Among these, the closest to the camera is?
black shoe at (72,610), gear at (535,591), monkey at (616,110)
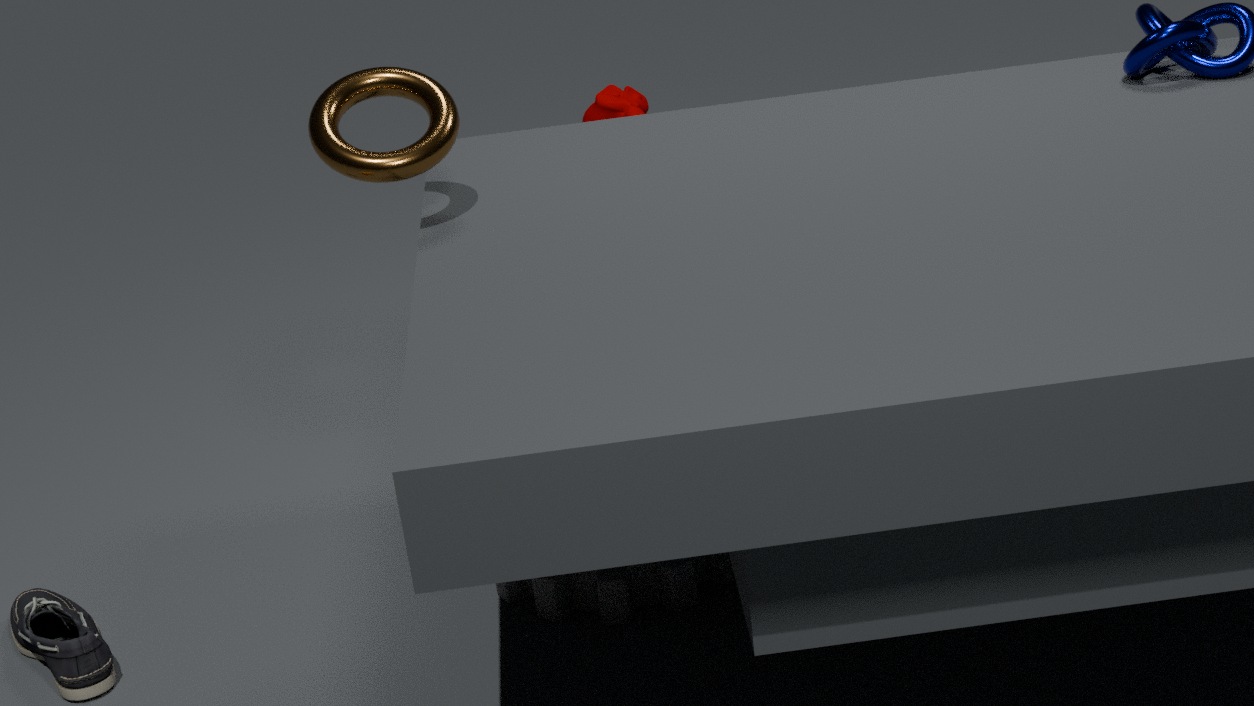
black shoe at (72,610)
